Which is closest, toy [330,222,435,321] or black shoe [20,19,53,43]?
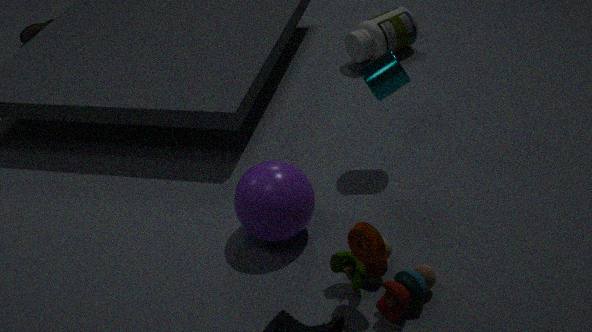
toy [330,222,435,321]
